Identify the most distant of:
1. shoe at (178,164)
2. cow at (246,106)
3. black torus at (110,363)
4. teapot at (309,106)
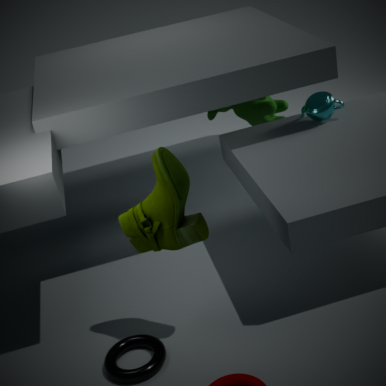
cow at (246,106)
